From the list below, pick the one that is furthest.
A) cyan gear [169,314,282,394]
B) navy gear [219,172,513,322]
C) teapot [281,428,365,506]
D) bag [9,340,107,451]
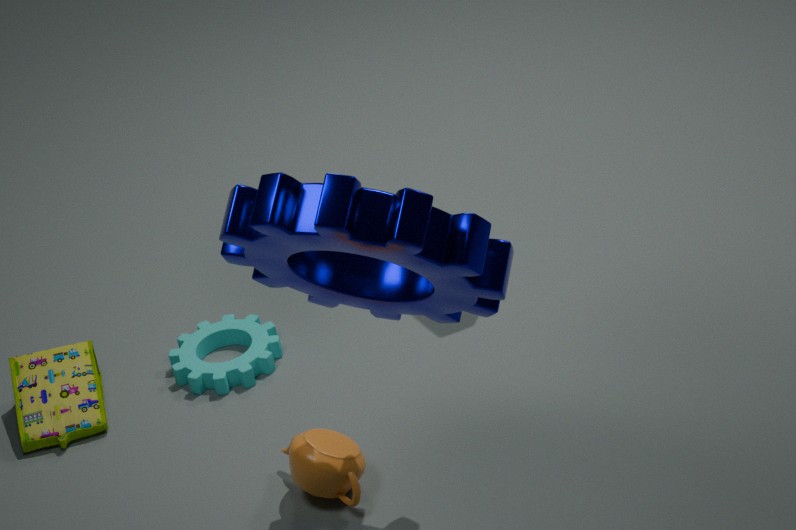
cyan gear [169,314,282,394]
